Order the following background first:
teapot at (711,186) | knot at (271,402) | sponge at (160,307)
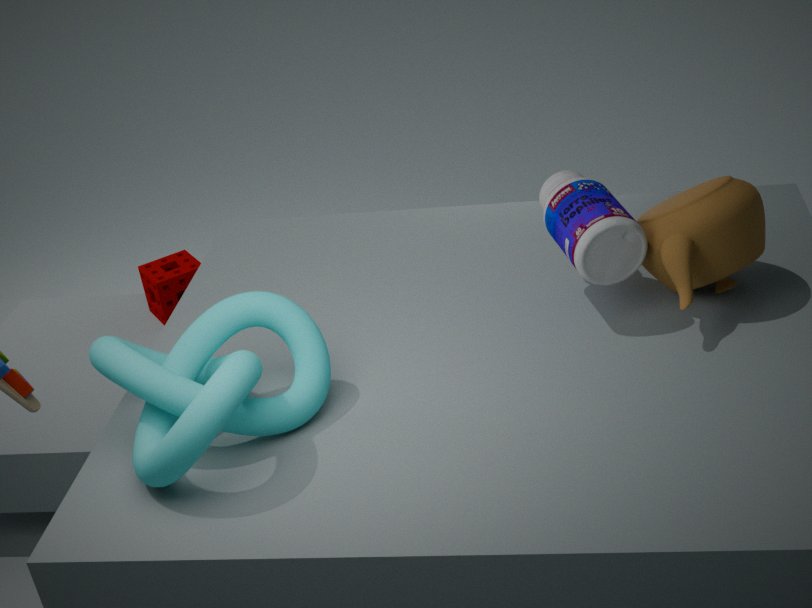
sponge at (160,307) → teapot at (711,186) → knot at (271,402)
